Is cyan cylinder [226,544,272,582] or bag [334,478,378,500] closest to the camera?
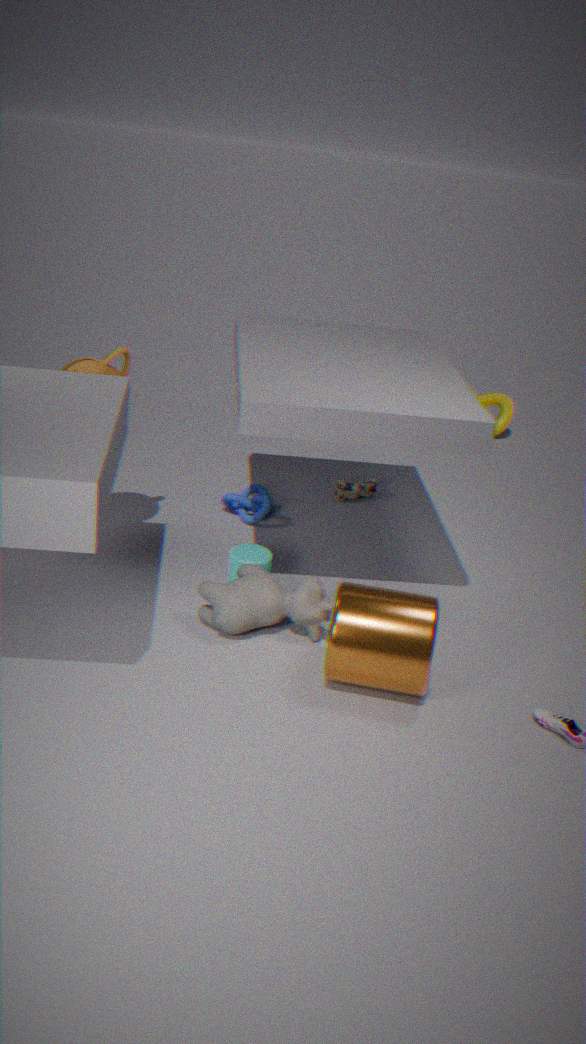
cyan cylinder [226,544,272,582]
